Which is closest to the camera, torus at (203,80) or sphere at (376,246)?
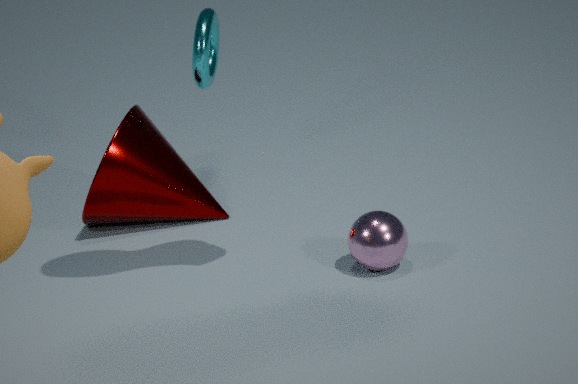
sphere at (376,246)
